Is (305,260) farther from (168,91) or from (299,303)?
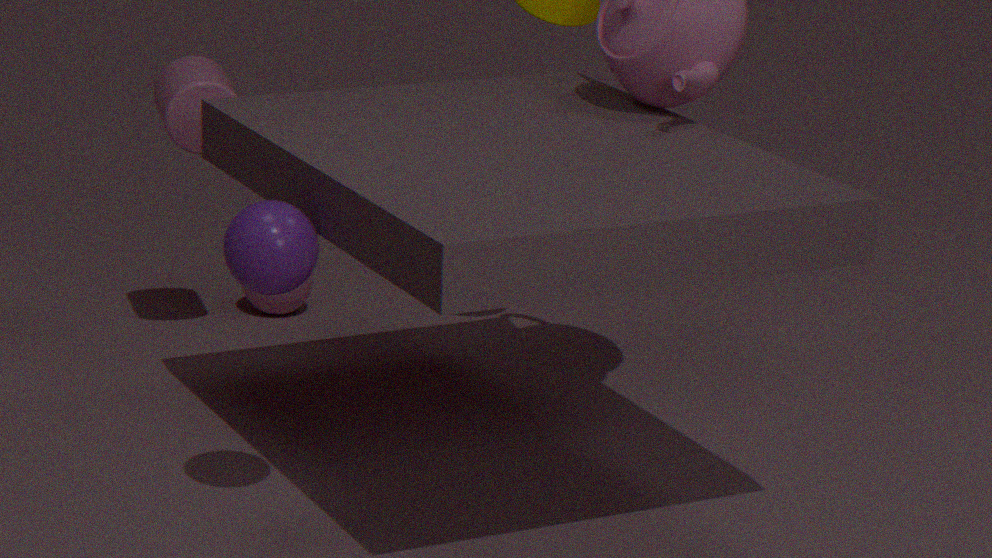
(299,303)
